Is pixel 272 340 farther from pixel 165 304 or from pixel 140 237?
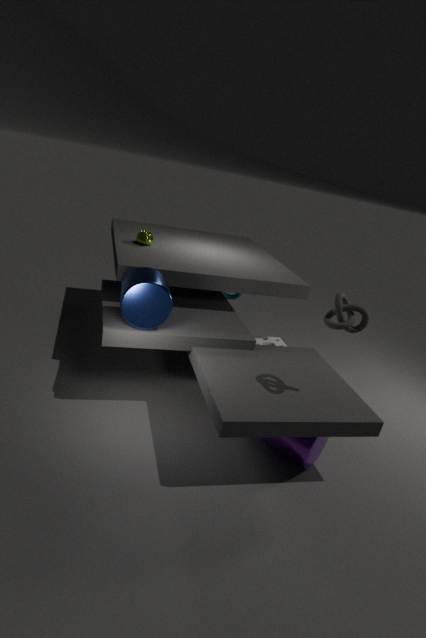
pixel 140 237
